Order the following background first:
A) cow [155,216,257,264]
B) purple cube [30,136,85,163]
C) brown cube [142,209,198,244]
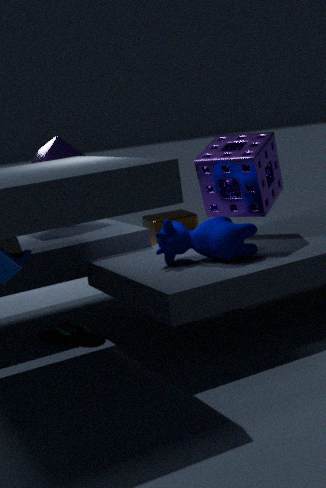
1. brown cube [142,209,198,244]
2. purple cube [30,136,85,163]
3. cow [155,216,257,264]
